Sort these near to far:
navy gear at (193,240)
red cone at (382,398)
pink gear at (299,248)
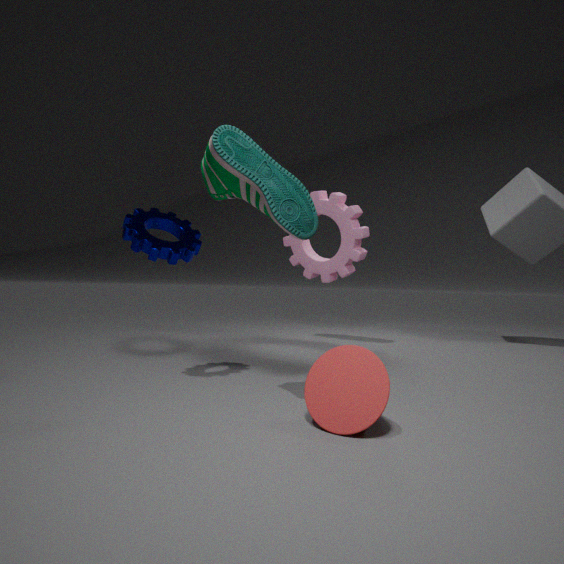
red cone at (382,398) → navy gear at (193,240) → pink gear at (299,248)
